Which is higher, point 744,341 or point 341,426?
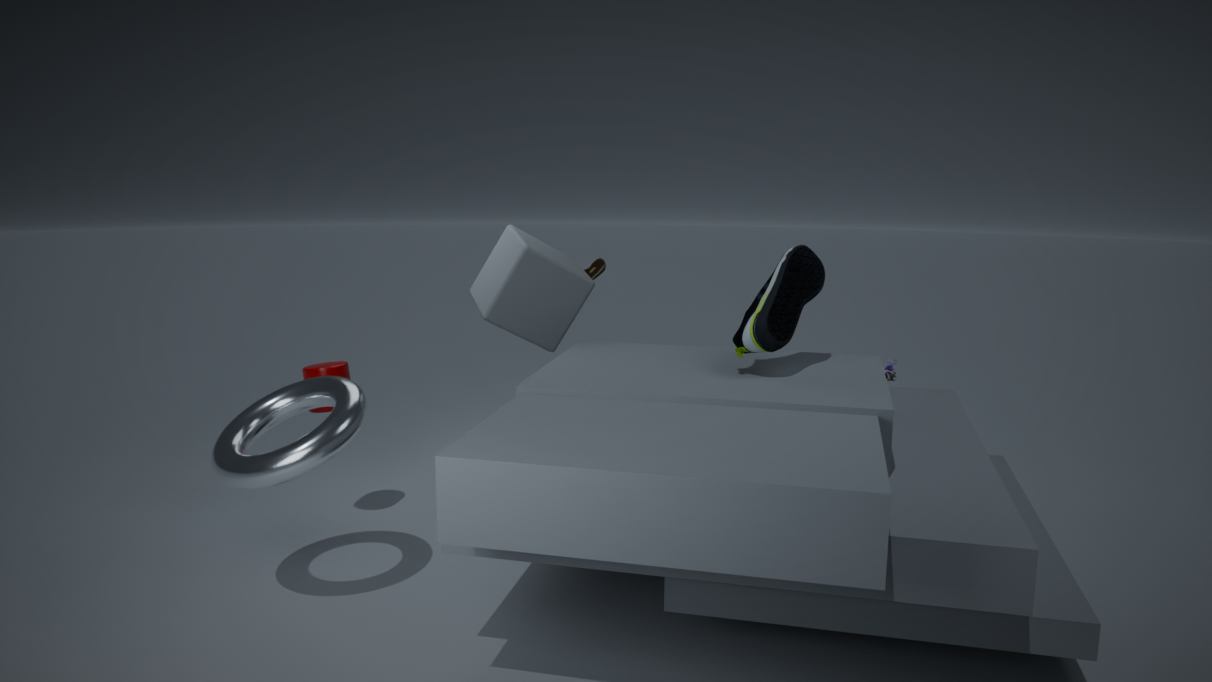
point 744,341
